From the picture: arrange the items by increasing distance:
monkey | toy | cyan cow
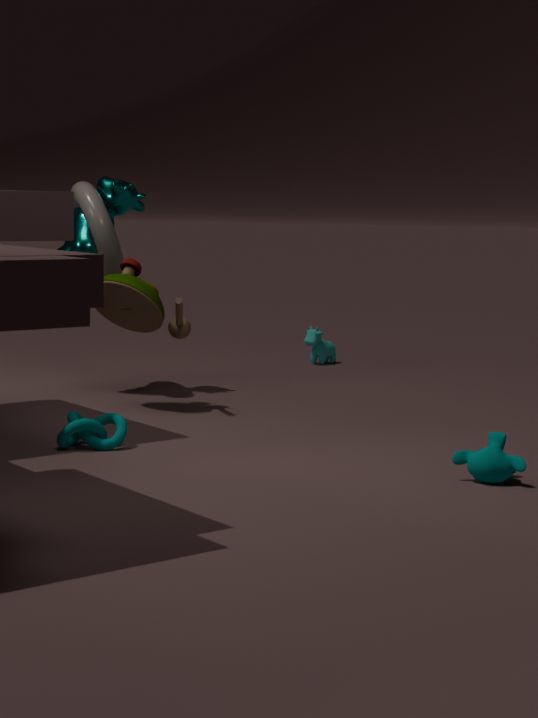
monkey
toy
cyan cow
